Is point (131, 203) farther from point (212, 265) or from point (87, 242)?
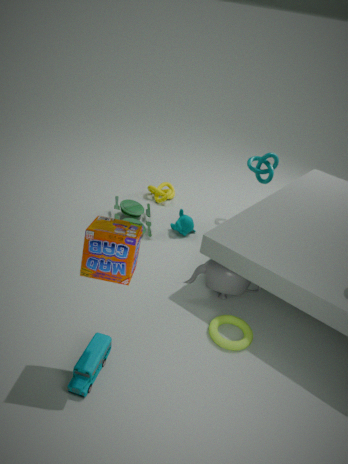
point (87, 242)
